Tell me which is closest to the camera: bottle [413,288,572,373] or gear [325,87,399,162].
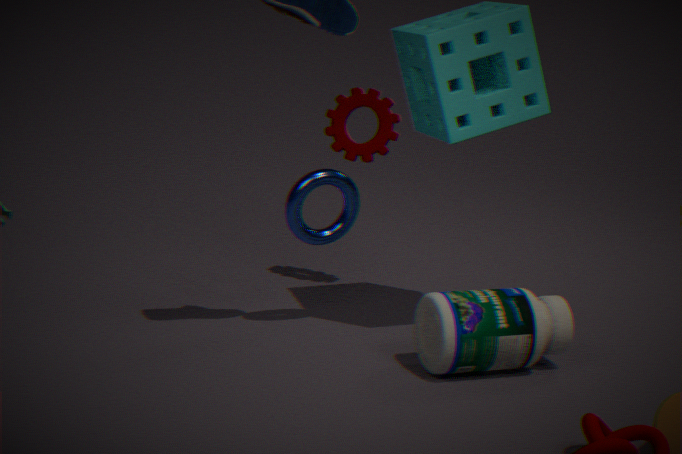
bottle [413,288,572,373]
